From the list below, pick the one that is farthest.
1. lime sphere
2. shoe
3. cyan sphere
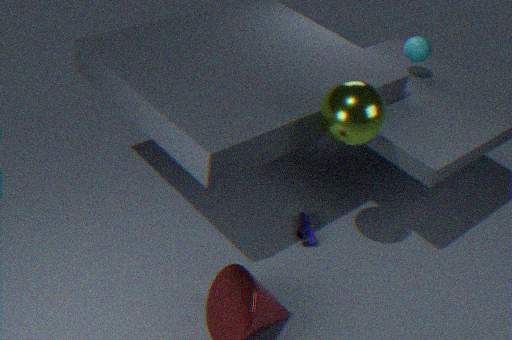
cyan sphere
